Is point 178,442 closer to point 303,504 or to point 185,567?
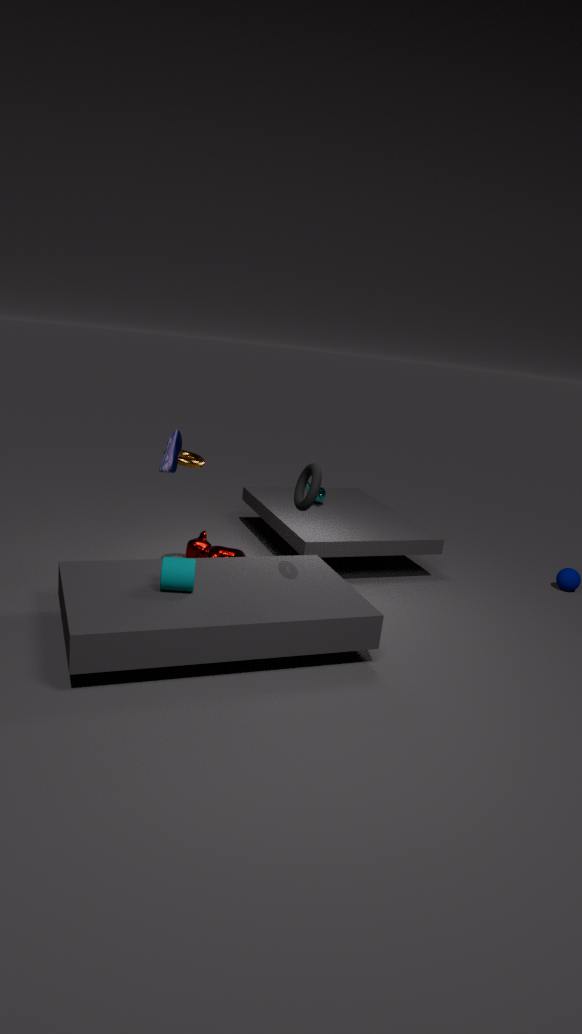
point 185,567
